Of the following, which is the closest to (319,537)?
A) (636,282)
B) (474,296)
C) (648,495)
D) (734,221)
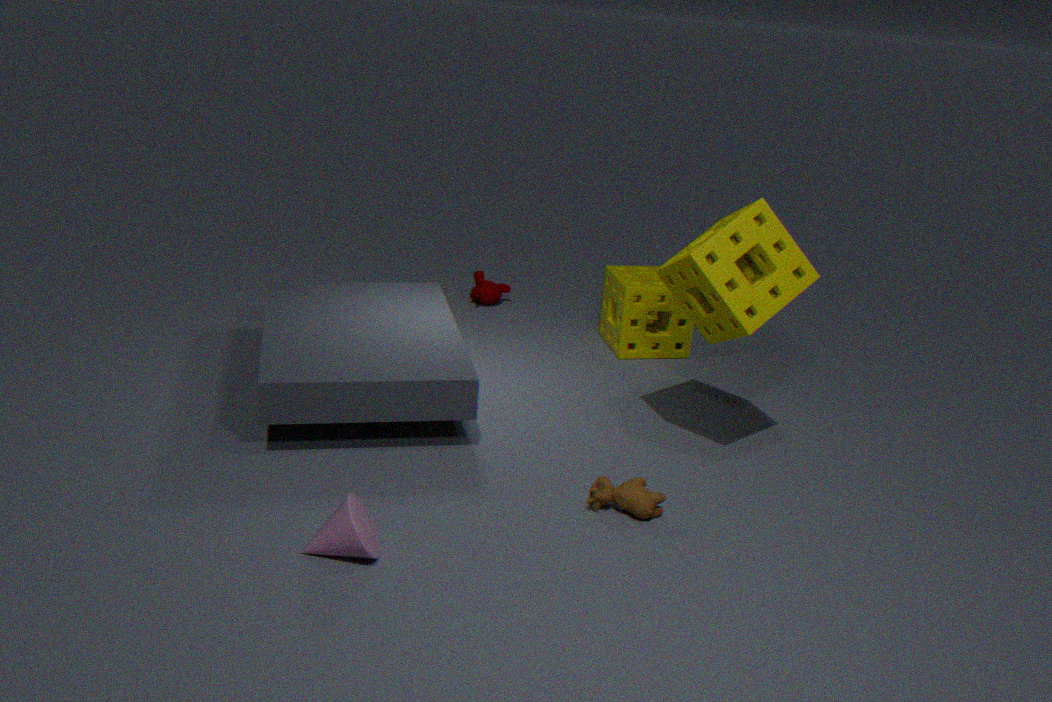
(648,495)
